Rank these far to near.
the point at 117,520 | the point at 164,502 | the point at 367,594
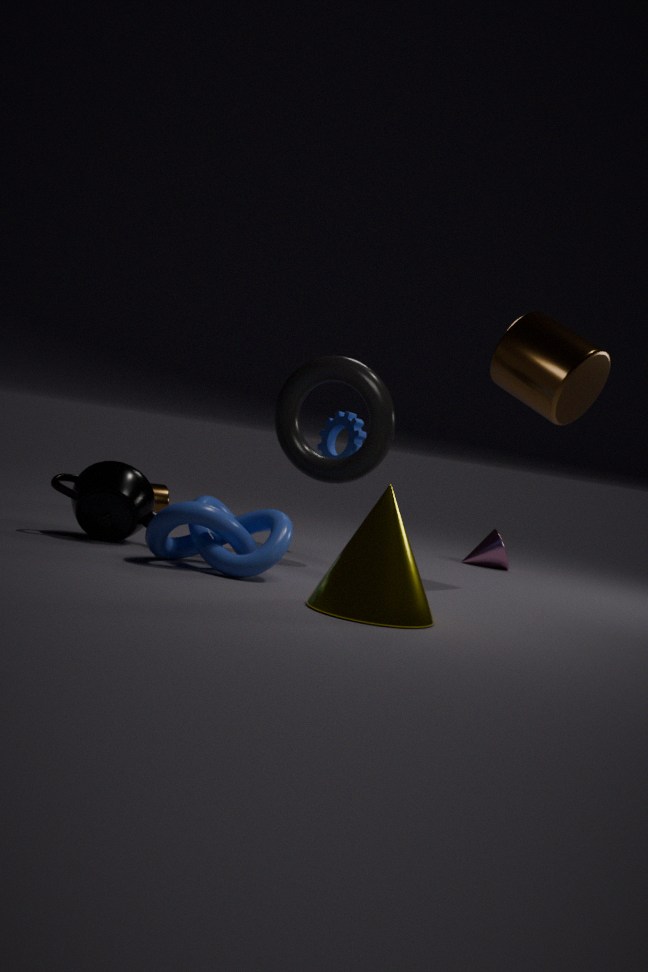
the point at 164,502 < the point at 117,520 < the point at 367,594
